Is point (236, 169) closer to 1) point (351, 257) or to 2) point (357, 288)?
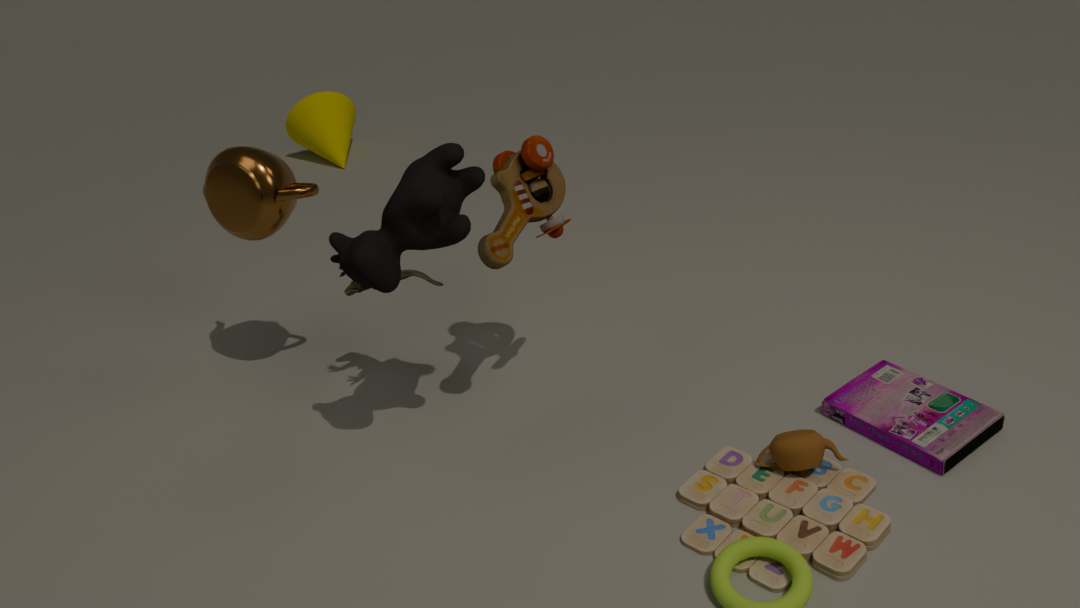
2) point (357, 288)
